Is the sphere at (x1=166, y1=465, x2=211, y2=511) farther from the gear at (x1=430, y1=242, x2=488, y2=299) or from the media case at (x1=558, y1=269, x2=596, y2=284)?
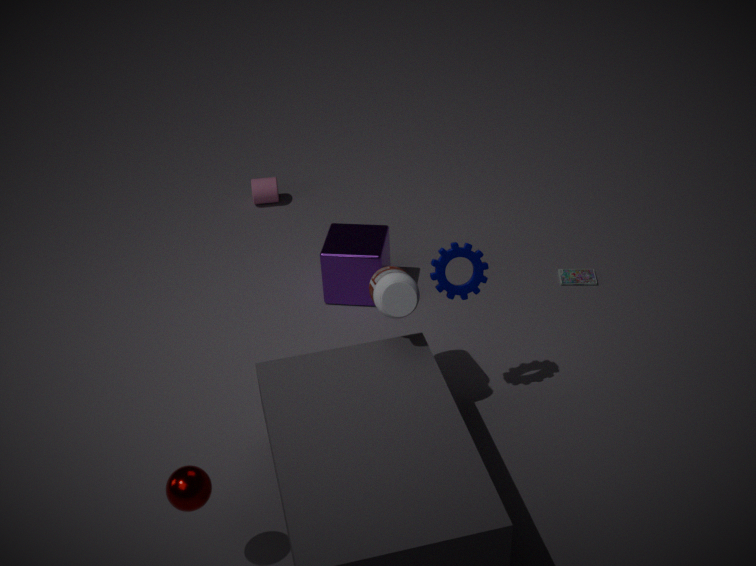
the media case at (x1=558, y1=269, x2=596, y2=284)
